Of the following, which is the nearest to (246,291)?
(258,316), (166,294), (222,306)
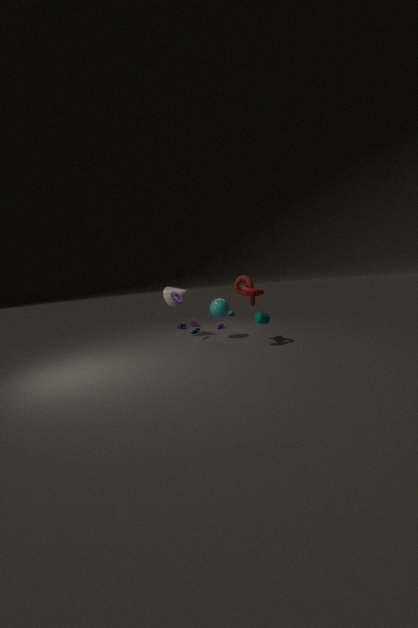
(258,316)
